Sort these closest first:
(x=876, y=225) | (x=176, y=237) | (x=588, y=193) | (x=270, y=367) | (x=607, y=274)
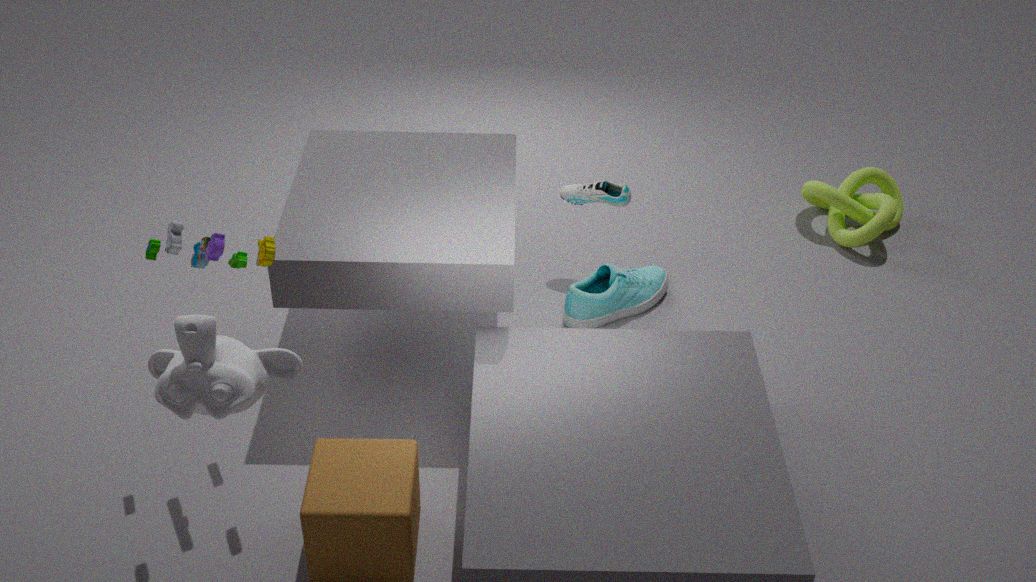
(x=270, y=367) → (x=176, y=237) → (x=607, y=274) → (x=588, y=193) → (x=876, y=225)
